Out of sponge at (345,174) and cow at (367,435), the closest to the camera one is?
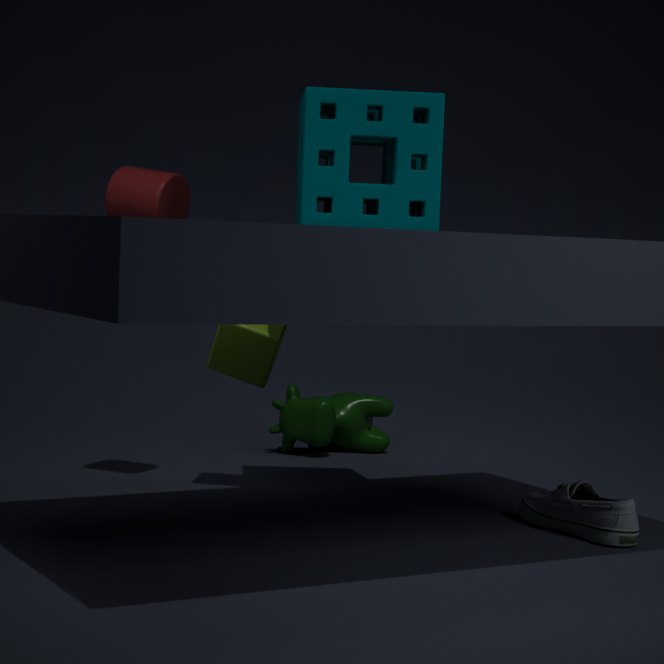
sponge at (345,174)
